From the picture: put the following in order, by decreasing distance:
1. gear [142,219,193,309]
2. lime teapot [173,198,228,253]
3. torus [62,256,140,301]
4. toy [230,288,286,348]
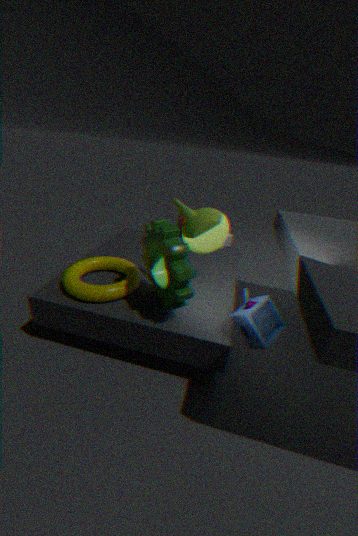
lime teapot [173,198,228,253]
torus [62,256,140,301]
toy [230,288,286,348]
gear [142,219,193,309]
